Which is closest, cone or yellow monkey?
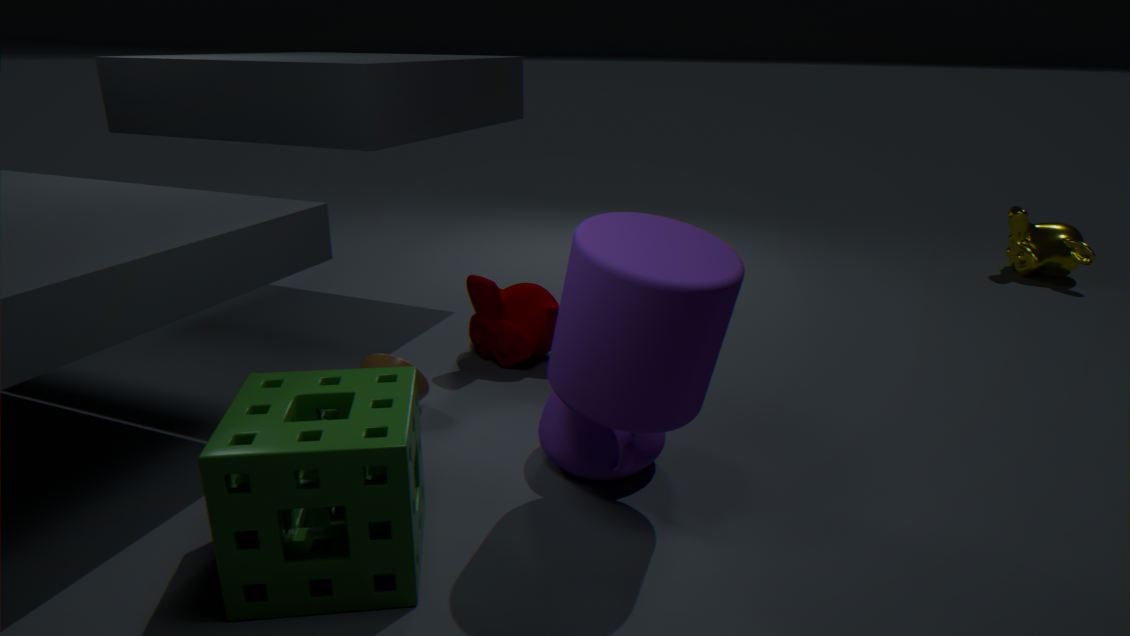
cone
